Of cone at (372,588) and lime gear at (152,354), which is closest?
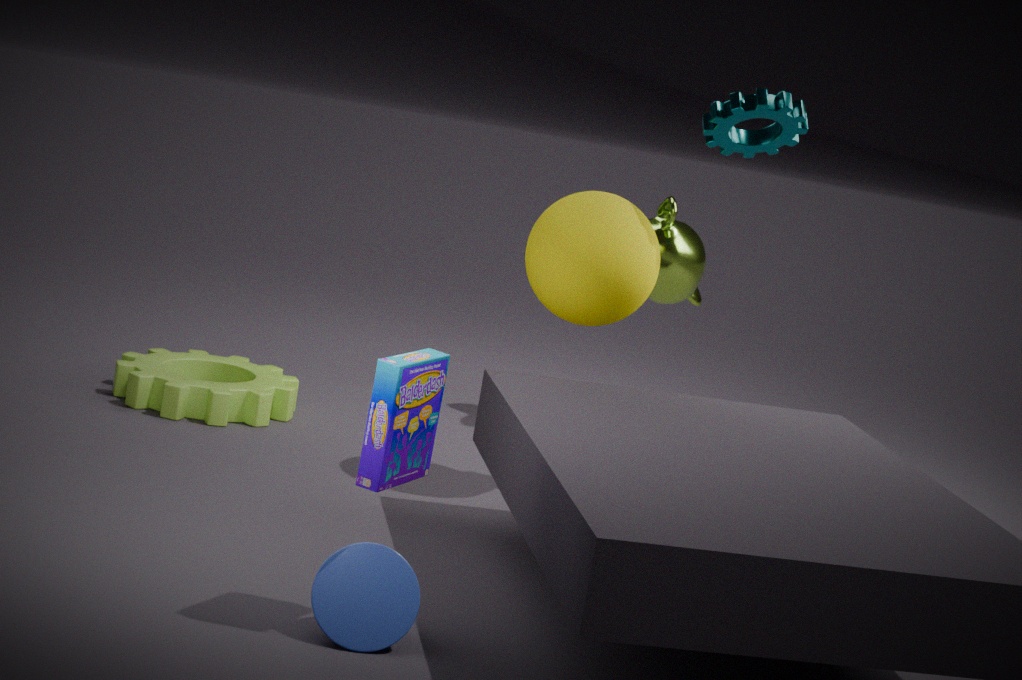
cone at (372,588)
